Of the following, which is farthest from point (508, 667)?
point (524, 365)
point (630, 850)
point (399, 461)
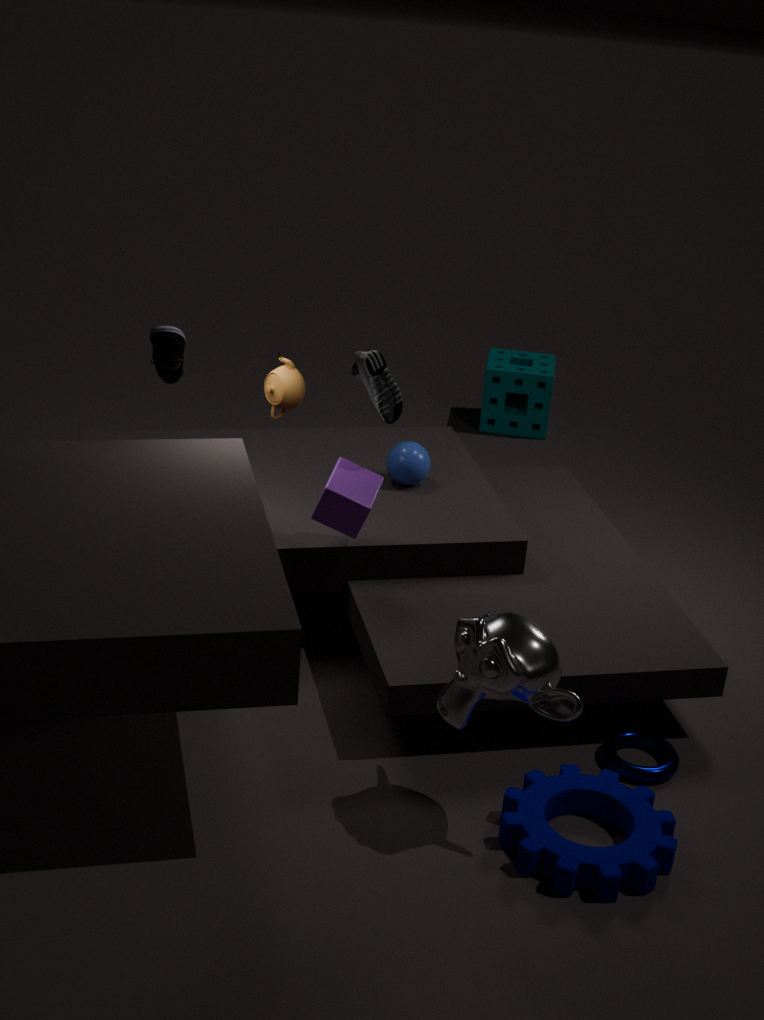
point (524, 365)
